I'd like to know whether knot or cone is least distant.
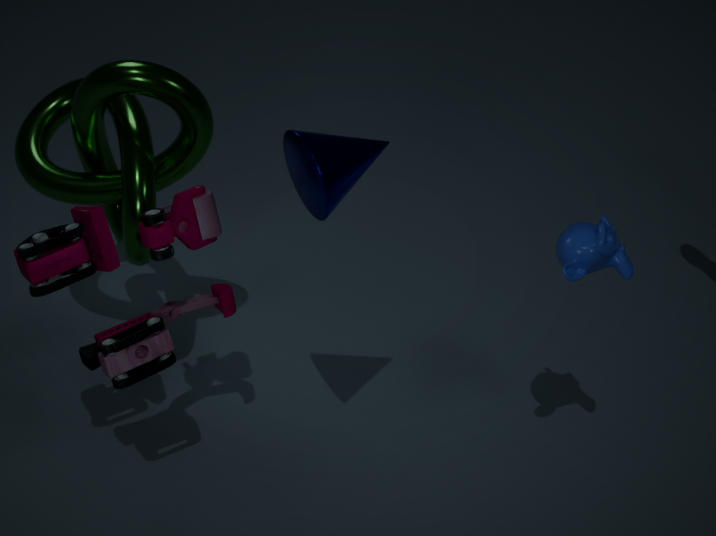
cone
